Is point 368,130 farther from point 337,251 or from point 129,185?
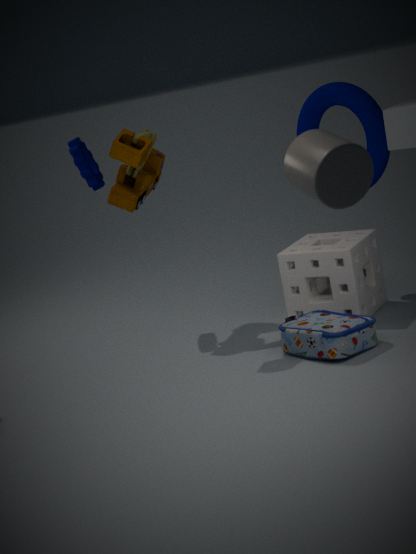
point 129,185
